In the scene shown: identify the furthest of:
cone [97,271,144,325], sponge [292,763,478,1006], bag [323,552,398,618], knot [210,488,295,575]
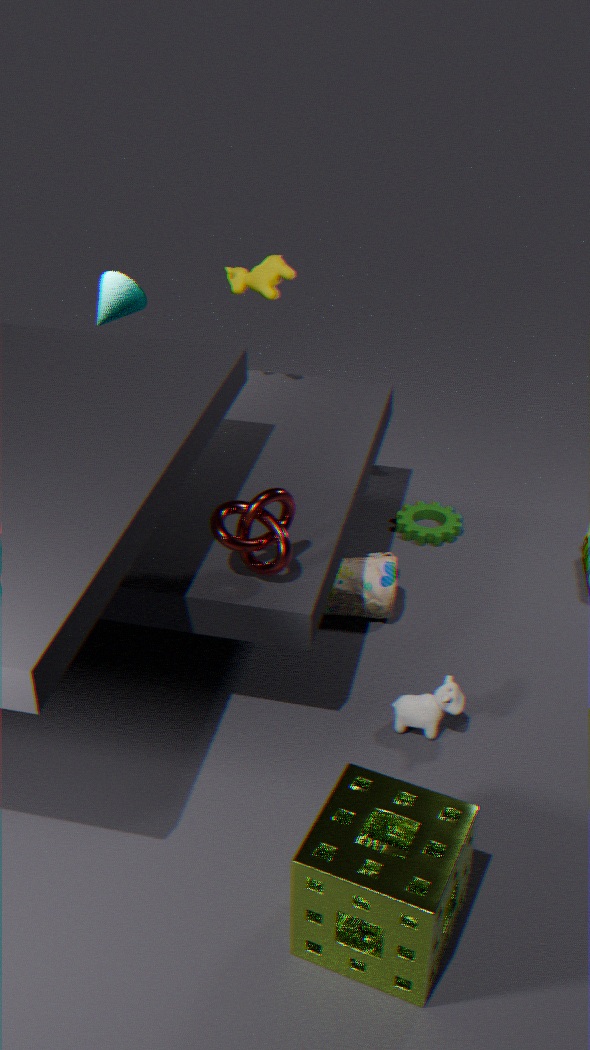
cone [97,271,144,325]
